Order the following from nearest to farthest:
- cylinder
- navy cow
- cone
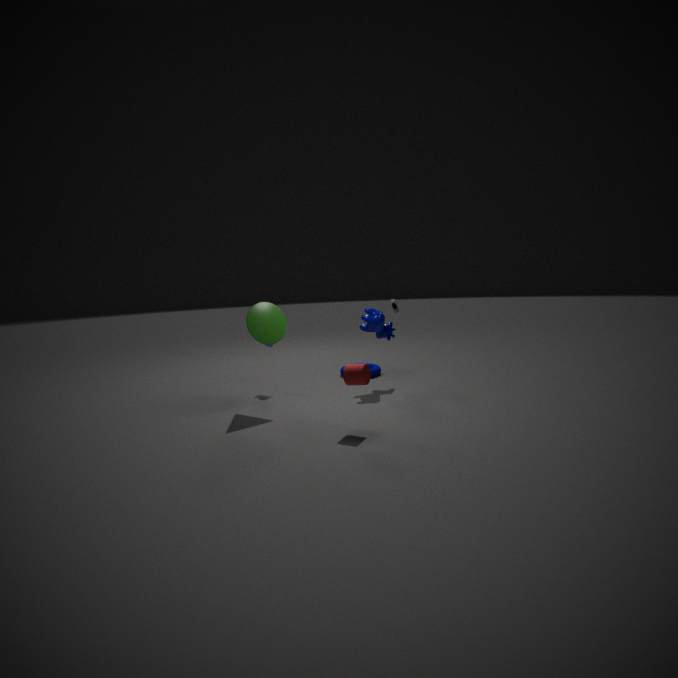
cylinder < cone < navy cow
